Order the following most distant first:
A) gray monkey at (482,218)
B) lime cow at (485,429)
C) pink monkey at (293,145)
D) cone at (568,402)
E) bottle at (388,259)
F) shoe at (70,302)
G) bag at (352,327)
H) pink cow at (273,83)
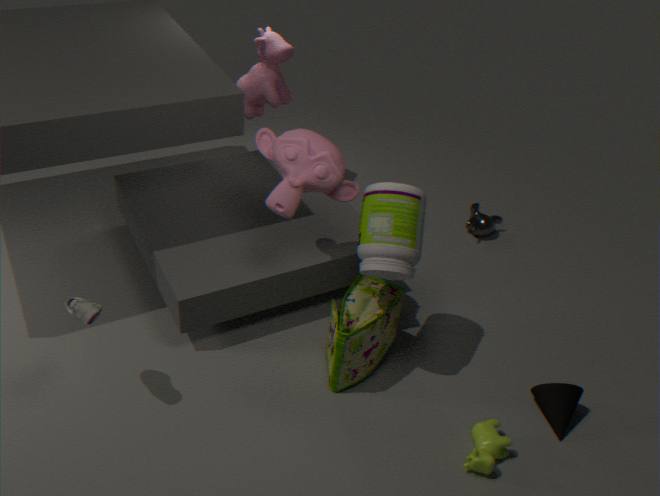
gray monkey at (482,218) < pink cow at (273,83) < cone at (568,402) < bag at (352,327) < pink monkey at (293,145) < bottle at (388,259) < lime cow at (485,429) < shoe at (70,302)
